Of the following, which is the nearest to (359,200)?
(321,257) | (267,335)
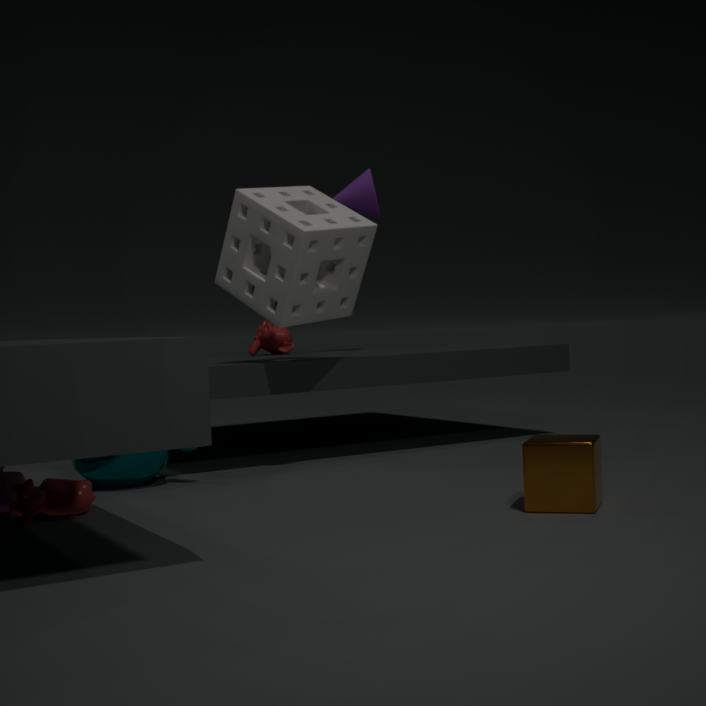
(267,335)
